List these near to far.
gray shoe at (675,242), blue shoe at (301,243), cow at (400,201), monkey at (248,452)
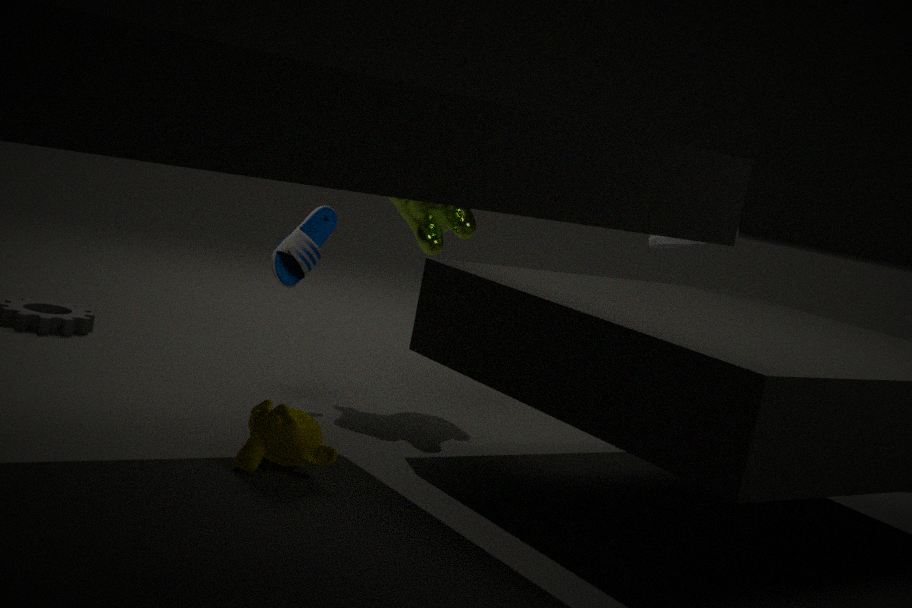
monkey at (248,452) < blue shoe at (301,243) < cow at (400,201) < gray shoe at (675,242)
